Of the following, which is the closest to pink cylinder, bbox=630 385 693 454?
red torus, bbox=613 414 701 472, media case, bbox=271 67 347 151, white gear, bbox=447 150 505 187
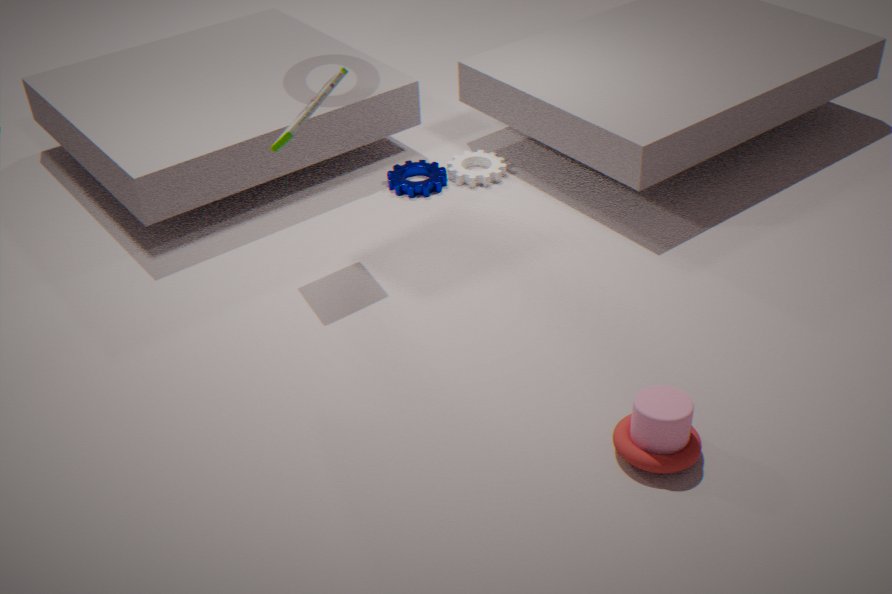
red torus, bbox=613 414 701 472
